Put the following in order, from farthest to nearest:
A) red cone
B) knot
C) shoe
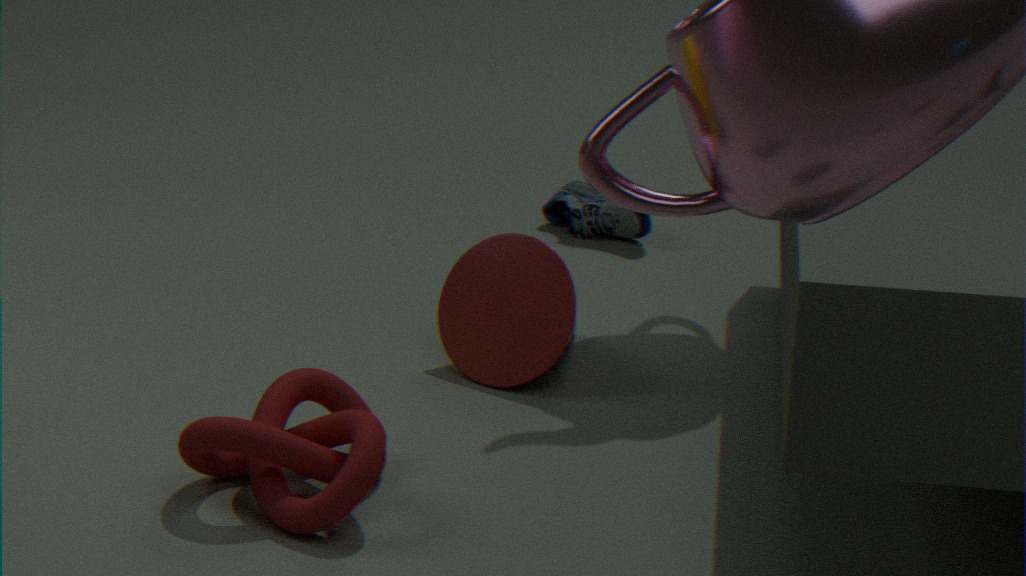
shoe
red cone
knot
